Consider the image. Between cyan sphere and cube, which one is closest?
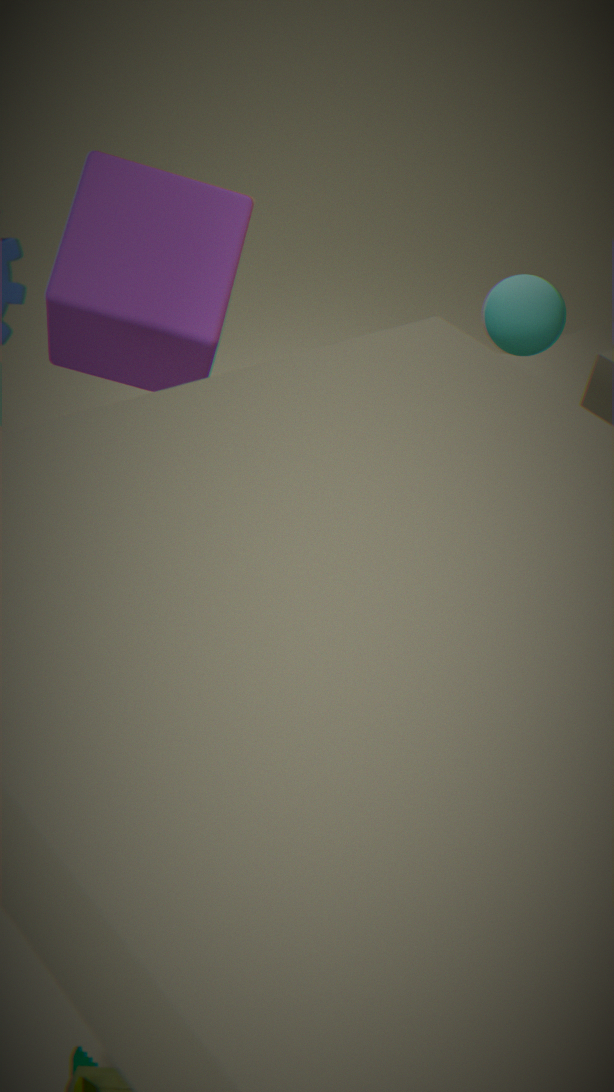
cube
